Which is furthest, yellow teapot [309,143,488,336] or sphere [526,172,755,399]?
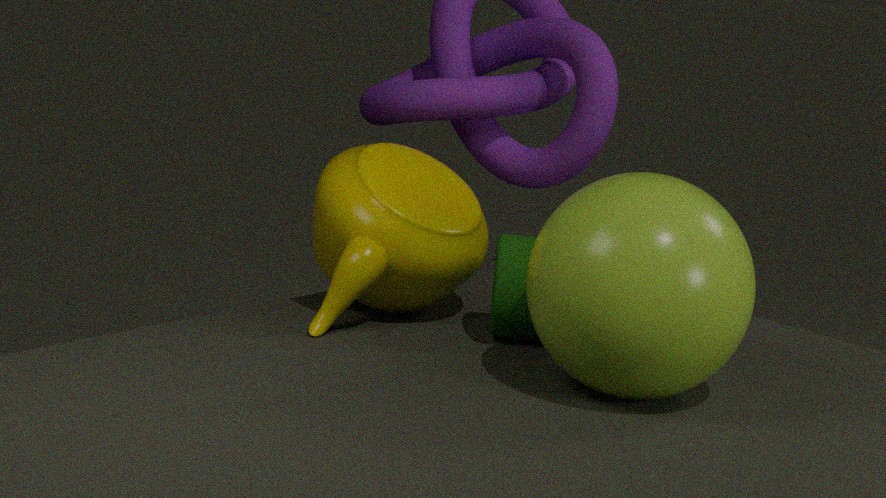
yellow teapot [309,143,488,336]
